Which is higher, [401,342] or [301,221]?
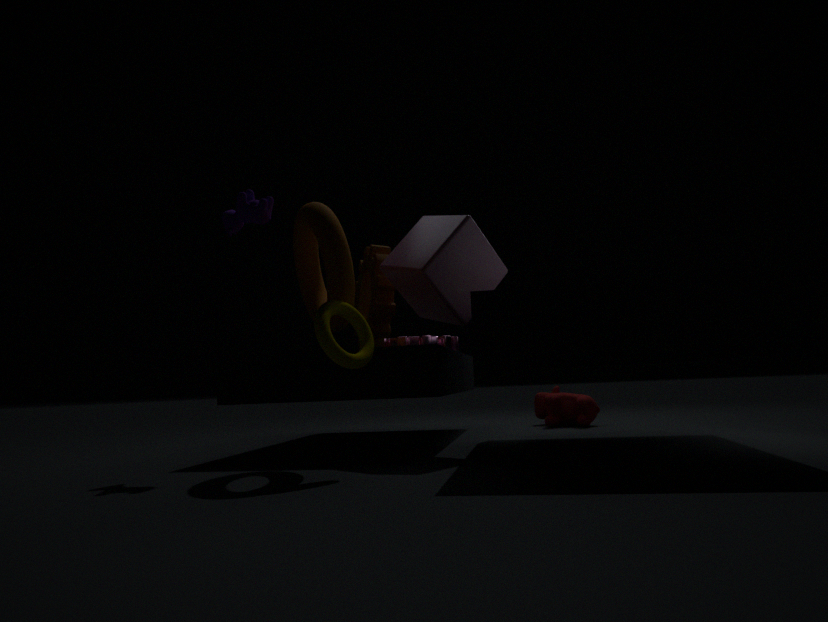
[301,221]
